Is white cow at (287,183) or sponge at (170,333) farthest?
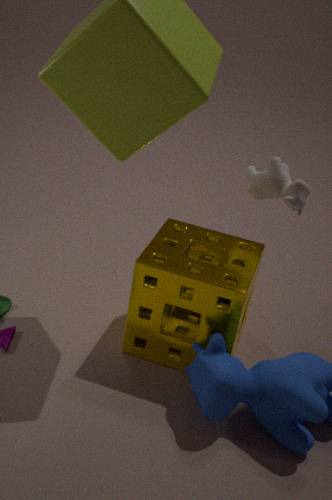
white cow at (287,183)
